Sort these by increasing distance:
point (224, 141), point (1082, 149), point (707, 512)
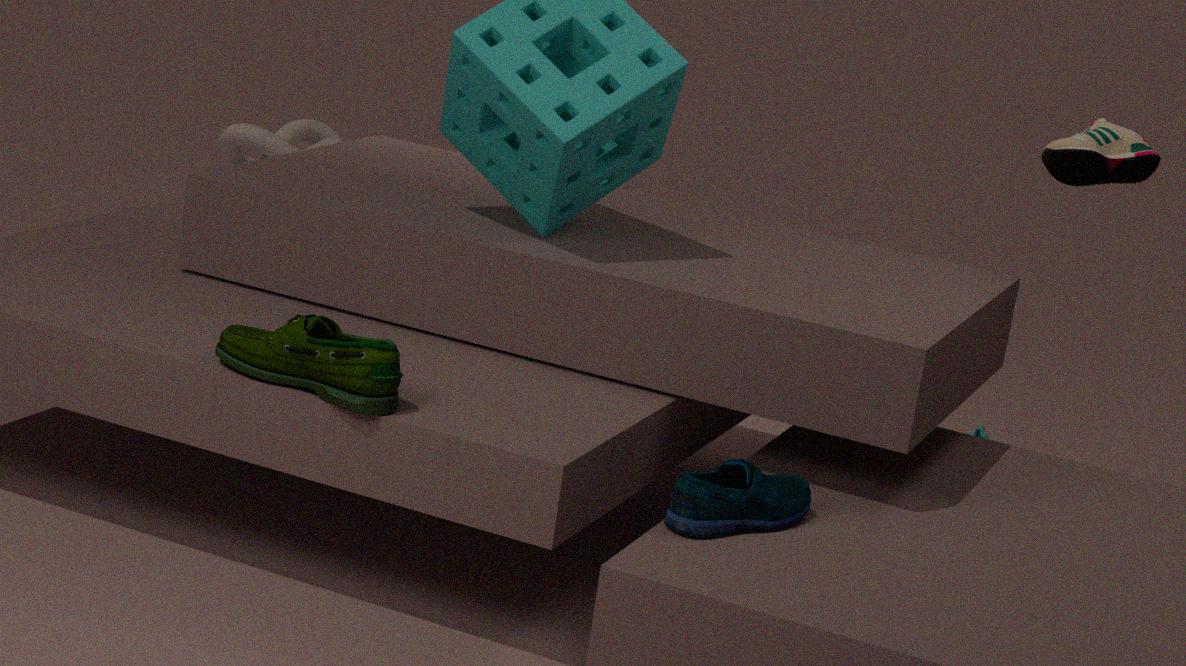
point (707, 512), point (1082, 149), point (224, 141)
